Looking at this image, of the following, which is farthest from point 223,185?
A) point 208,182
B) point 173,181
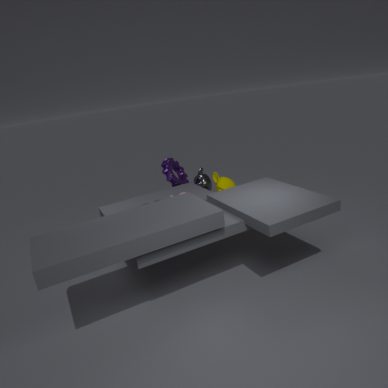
point 173,181
